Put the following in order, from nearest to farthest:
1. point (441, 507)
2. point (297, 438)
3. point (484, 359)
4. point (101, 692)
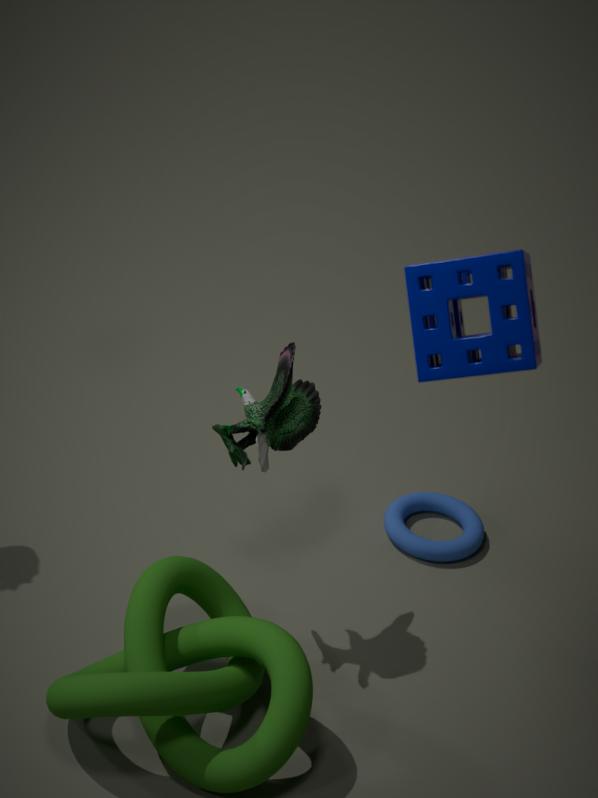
point (484, 359)
point (101, 692)
point (297, 438)
point (441, 507)
